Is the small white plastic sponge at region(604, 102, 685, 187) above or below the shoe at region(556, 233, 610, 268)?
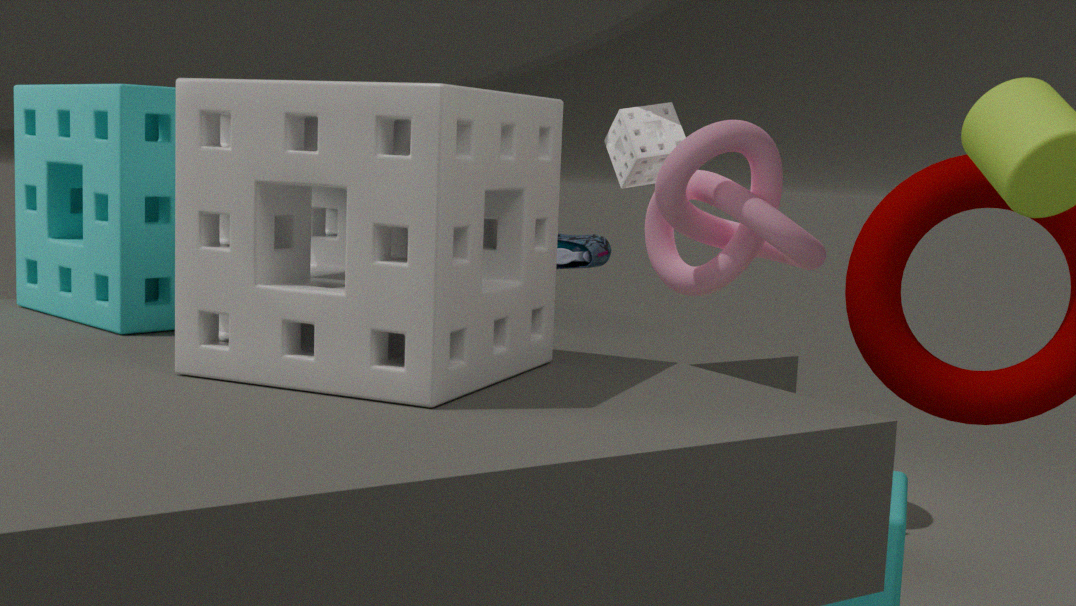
above
